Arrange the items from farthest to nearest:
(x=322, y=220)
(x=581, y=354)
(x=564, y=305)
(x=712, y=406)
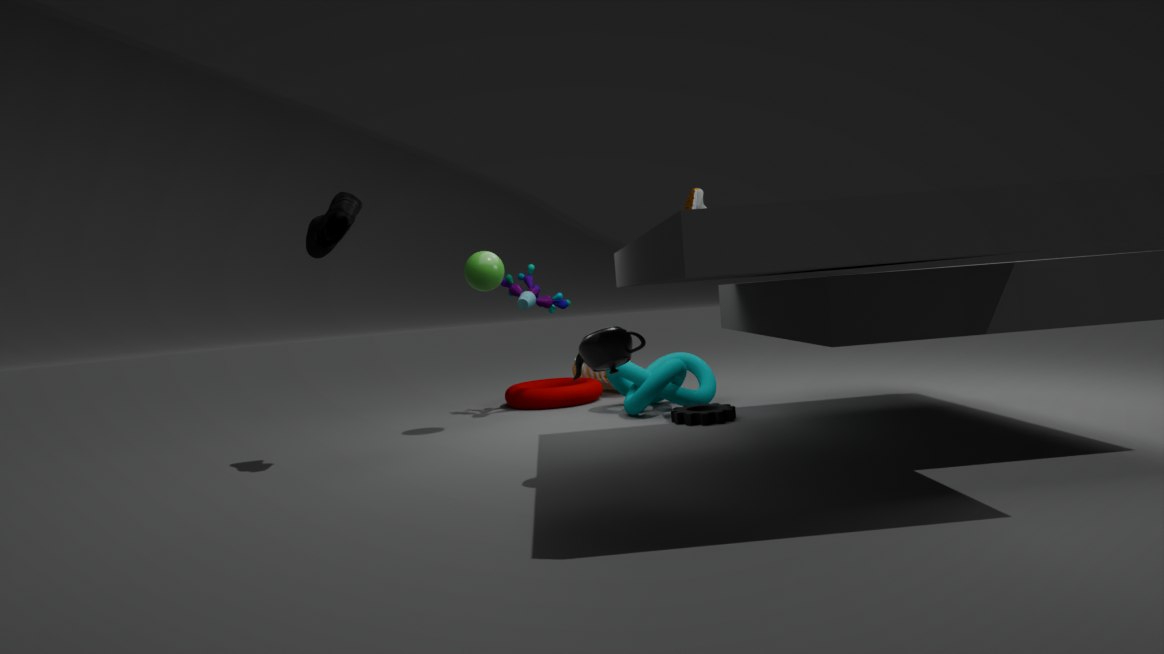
(x=564, y=305), (x=712, y=406), (x=322, y=220), (x=581, y=354)
